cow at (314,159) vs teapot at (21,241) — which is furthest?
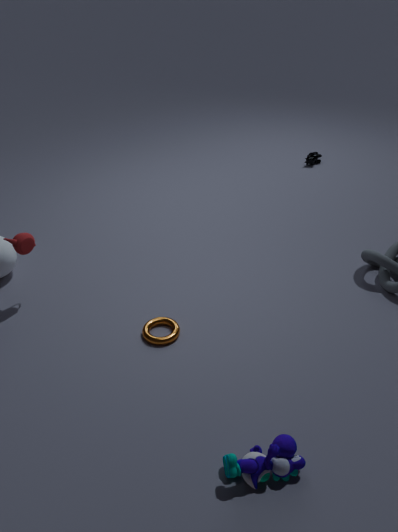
cow at (314,159)
